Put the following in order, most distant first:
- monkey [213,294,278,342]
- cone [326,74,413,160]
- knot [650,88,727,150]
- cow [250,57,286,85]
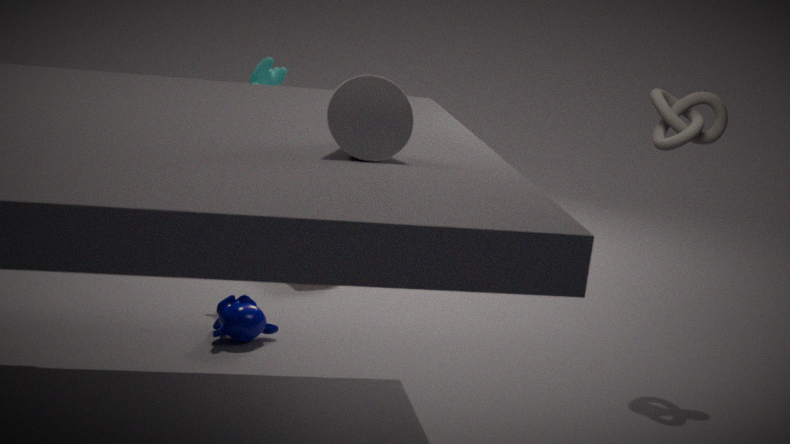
cow [250,57,286,85] < knot [650,88,727,150] < monkey [213,294,278,342] < cone [326,74,413,160]
